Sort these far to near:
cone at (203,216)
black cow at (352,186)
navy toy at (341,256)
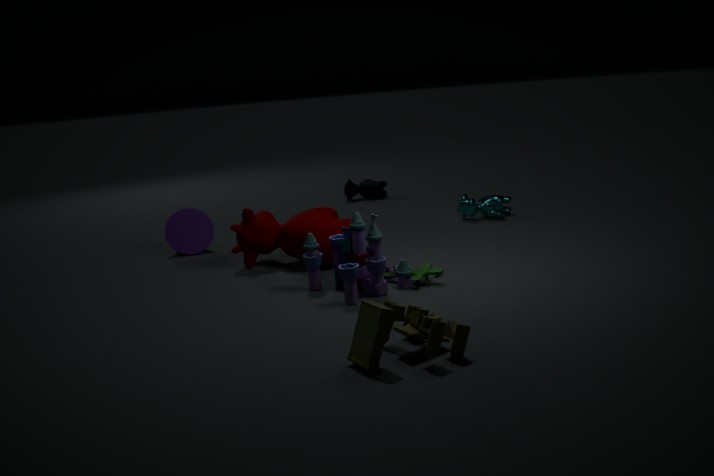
black cow at (352,186) < cone at (203,216) < navy toy at (341,256)
